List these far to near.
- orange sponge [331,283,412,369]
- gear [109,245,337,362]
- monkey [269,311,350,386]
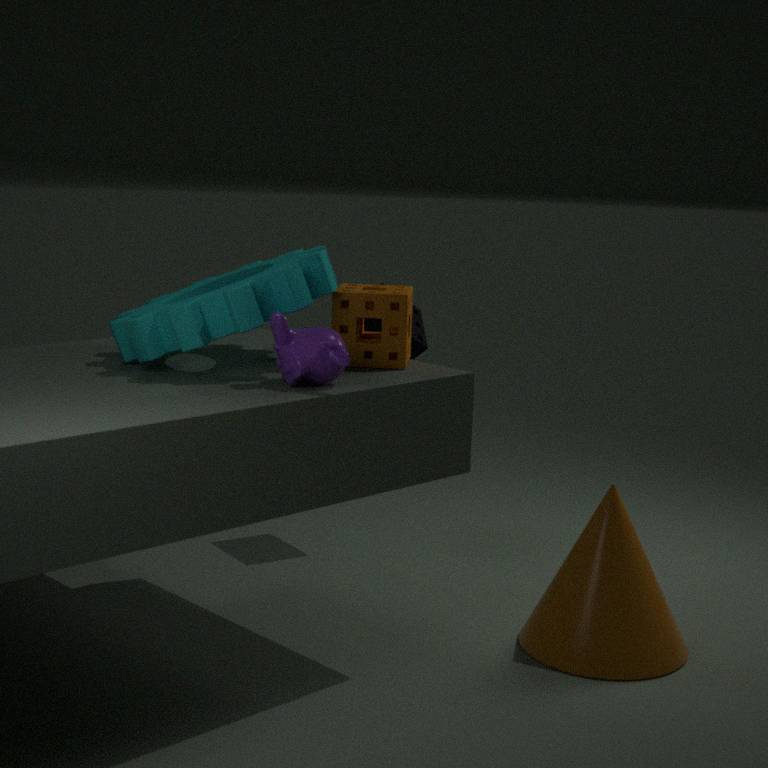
orange sponge [331,283,412,369] → gear [109,245,337,362] → monkey [269,311,350,386]
